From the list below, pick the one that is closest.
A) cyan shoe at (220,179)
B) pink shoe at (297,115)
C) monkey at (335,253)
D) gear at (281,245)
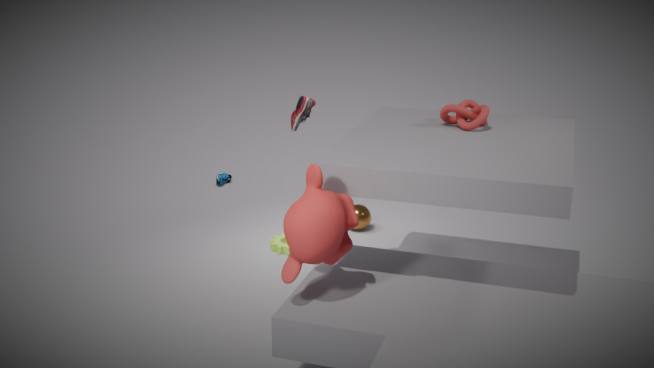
monkey at (335,253)
